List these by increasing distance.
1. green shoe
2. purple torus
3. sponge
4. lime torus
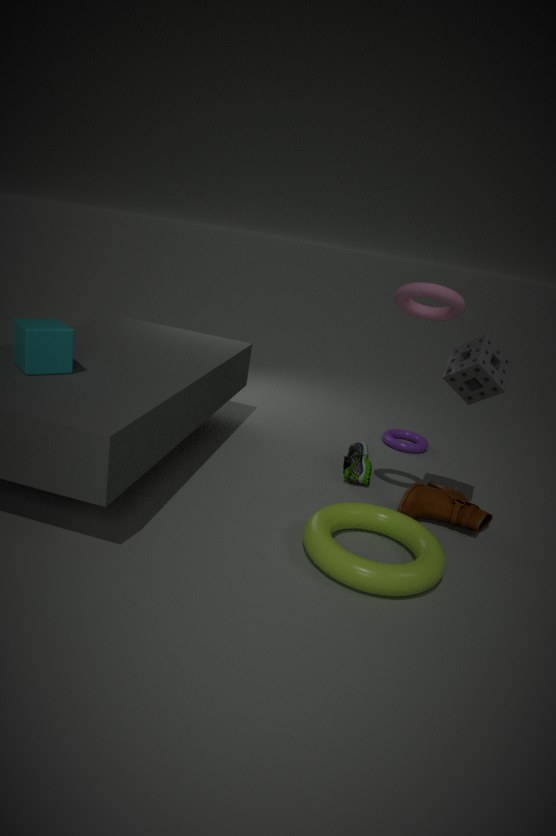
lime torus, sponge, green shoe, purple torus
